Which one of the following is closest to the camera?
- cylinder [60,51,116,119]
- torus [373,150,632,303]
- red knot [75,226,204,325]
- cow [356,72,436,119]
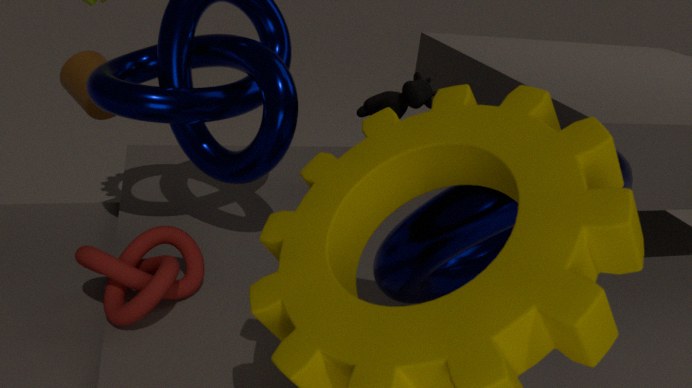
torus [373,150,632,303]
